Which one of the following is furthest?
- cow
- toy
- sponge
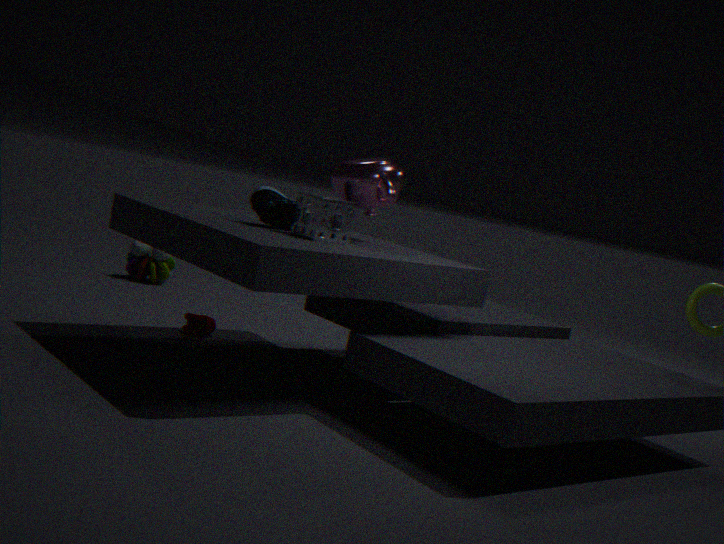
toy
